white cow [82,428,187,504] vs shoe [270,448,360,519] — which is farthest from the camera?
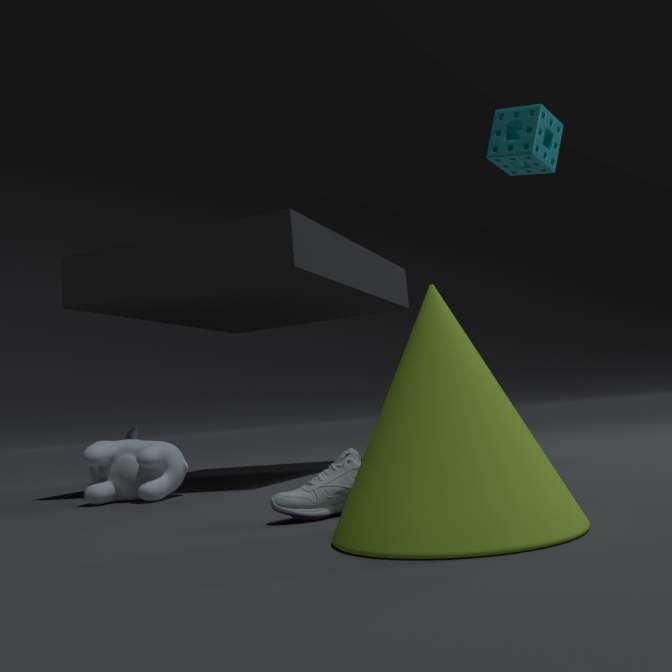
white cow [82,428,187,504]
